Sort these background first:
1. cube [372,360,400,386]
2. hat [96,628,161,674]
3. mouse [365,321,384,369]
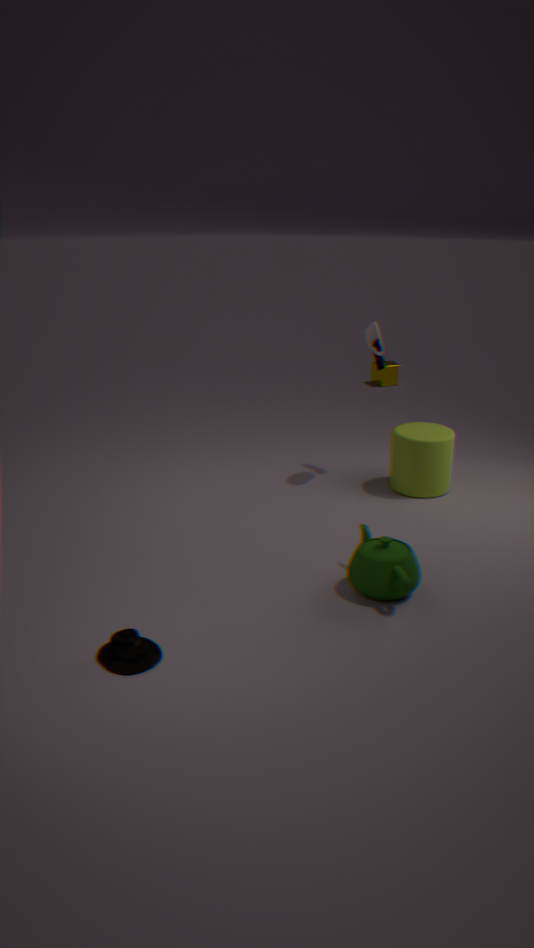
cube [372,360,400,386] → mouse [365,321,384,369] → hat [96,628,161,674]
